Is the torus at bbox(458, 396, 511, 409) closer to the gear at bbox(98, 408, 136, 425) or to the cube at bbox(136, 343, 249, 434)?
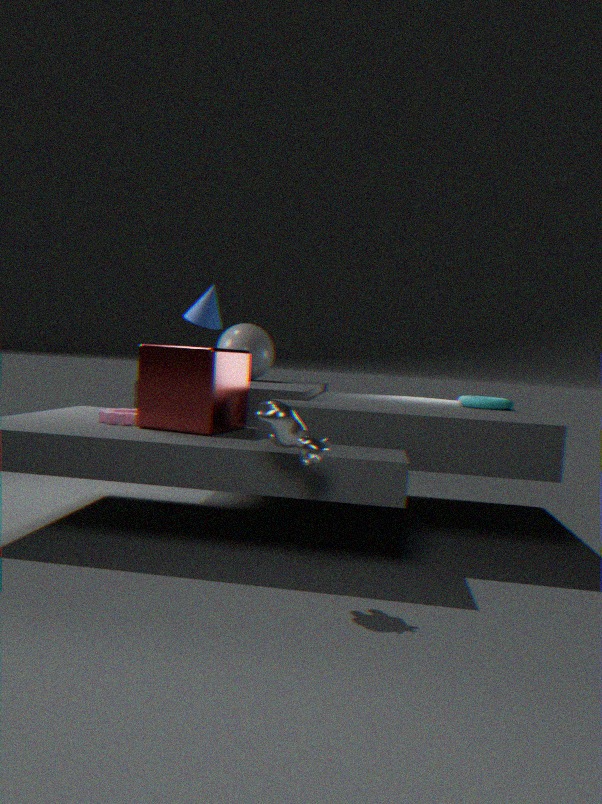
the cube at bbox(136, 343, 249, 434)
